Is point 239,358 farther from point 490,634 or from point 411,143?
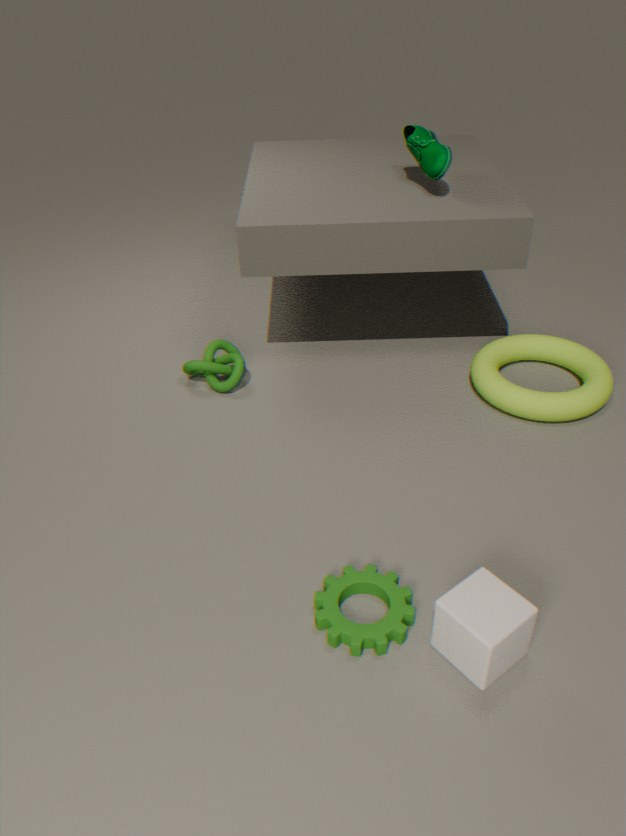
point 490,634
